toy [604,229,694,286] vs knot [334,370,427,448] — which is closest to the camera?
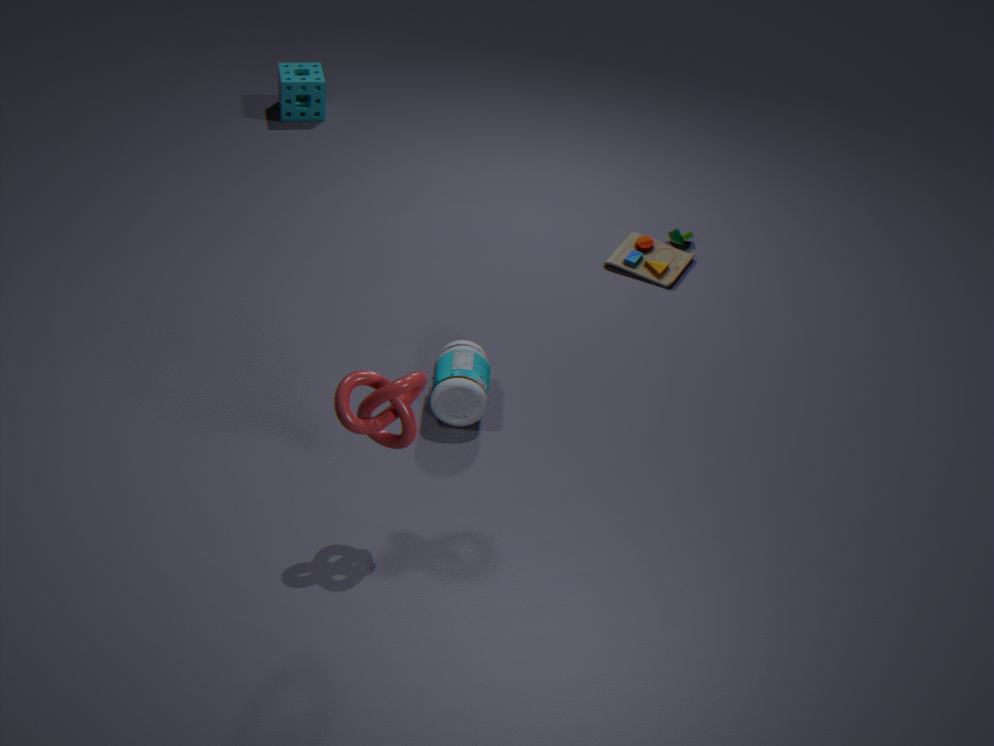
knot [334,370,427,448]
